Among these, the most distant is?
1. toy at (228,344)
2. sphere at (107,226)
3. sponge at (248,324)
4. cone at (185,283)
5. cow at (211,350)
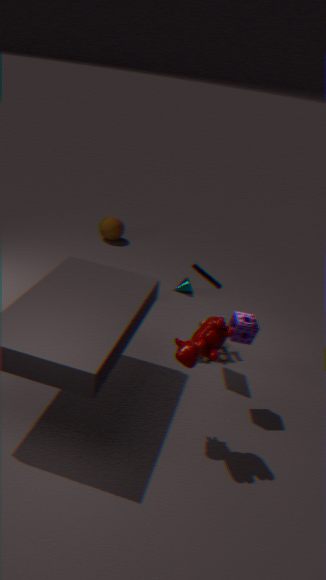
sphere at (107,226)
